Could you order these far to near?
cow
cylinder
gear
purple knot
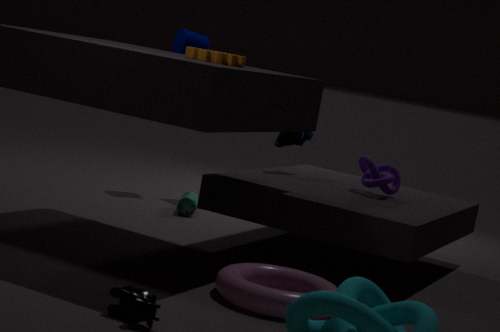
cylinder, purple knot, gear, cow
